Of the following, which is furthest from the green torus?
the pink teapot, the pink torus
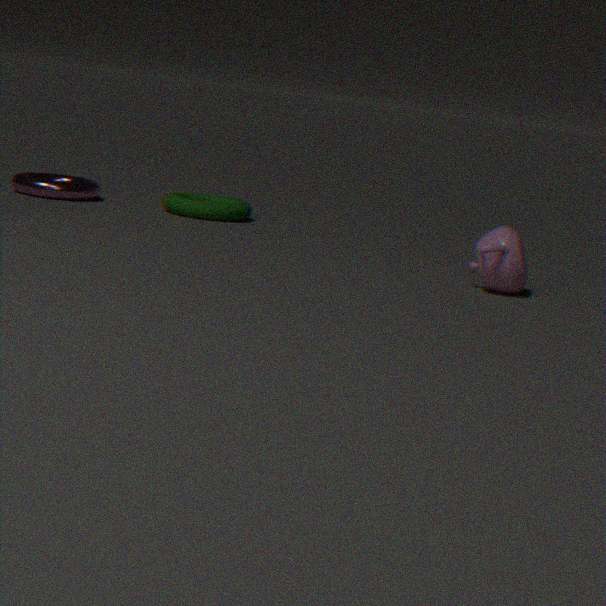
the pink teapot
